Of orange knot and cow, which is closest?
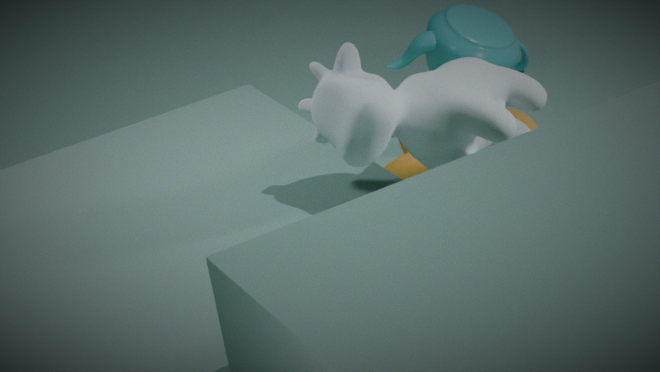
cow
